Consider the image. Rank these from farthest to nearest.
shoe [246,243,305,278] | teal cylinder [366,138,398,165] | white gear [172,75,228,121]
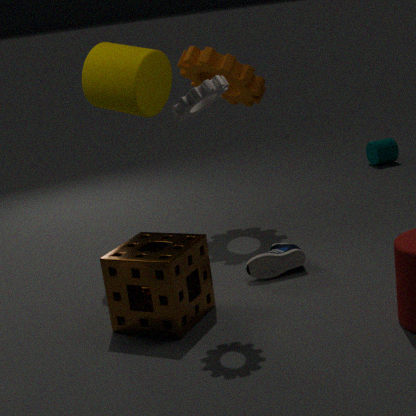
teal cylinder [366,138,398,165] < shoe [246,243,305,278] < white gear [172,75,228,121]
